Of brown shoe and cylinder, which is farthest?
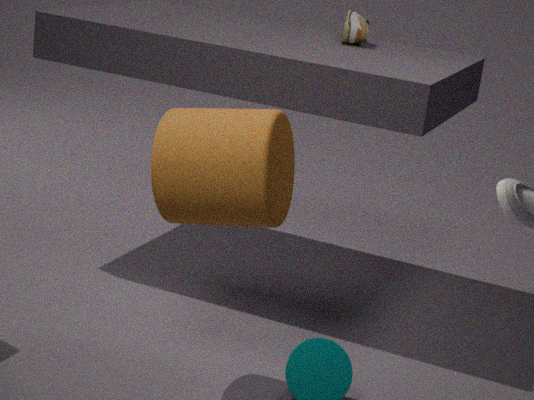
brown shoe
